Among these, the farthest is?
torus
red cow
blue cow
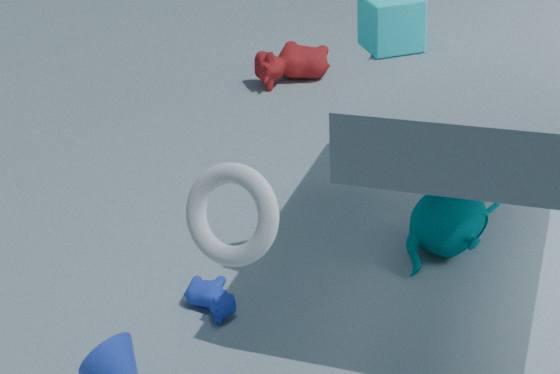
red cow
